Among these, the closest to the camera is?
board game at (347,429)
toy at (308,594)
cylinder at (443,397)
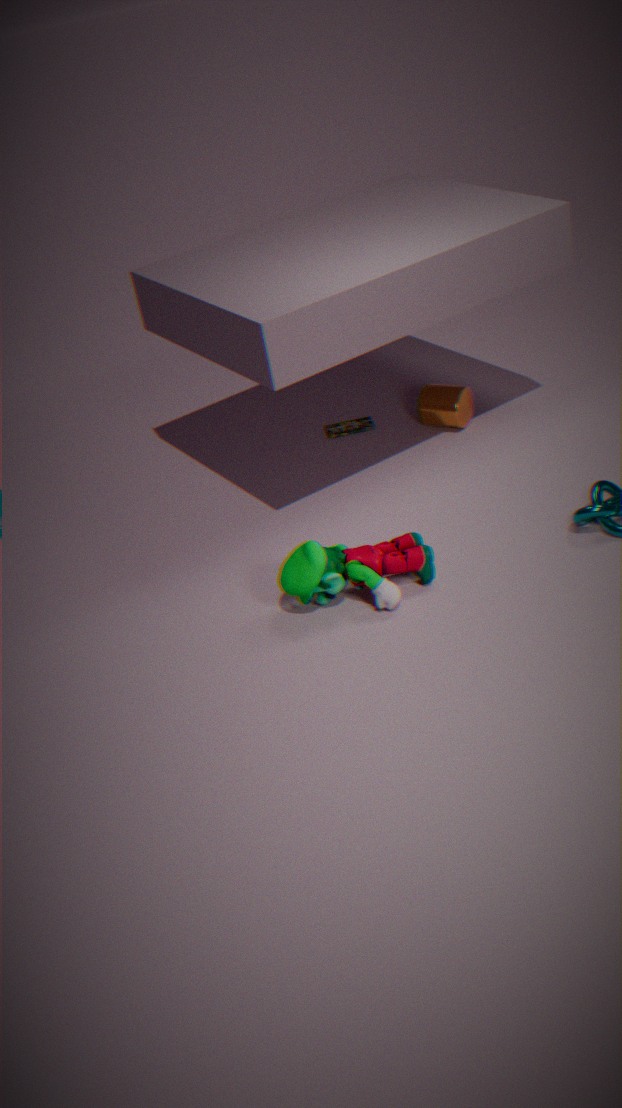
toy at (308,594)
